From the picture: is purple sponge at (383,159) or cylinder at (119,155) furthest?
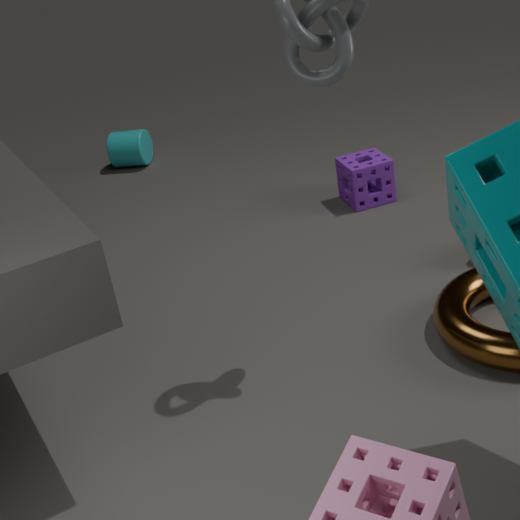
cylinder at (119,155)
